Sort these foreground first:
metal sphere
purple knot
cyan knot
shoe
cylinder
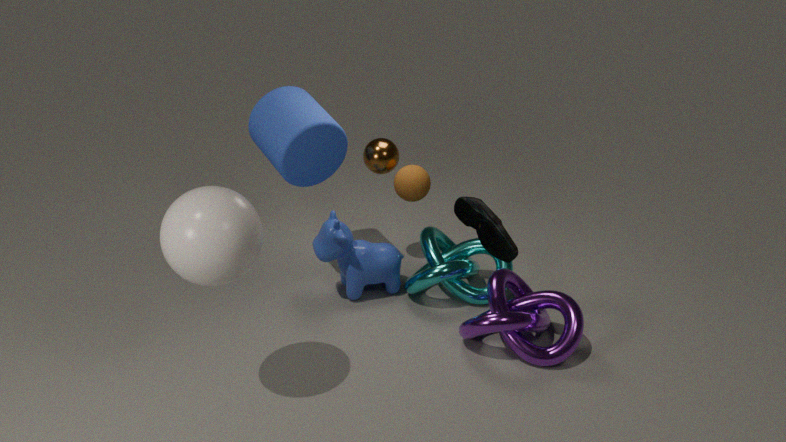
shoe < purple knot < cylinder < cyan knot < metal sphere
